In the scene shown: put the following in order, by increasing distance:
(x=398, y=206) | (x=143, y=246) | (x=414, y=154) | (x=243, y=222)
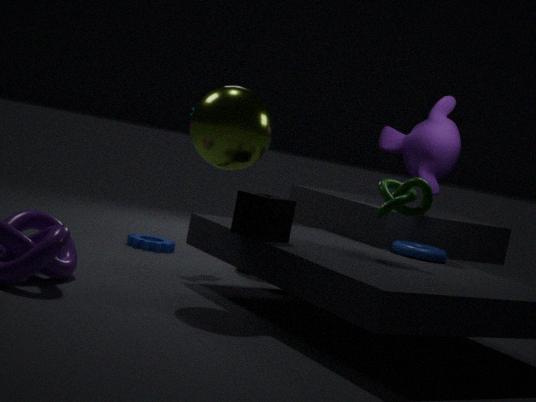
(x=243, y=222) → (x=398, y=206) → (x=414, y=154) → (x=143, y=246)
